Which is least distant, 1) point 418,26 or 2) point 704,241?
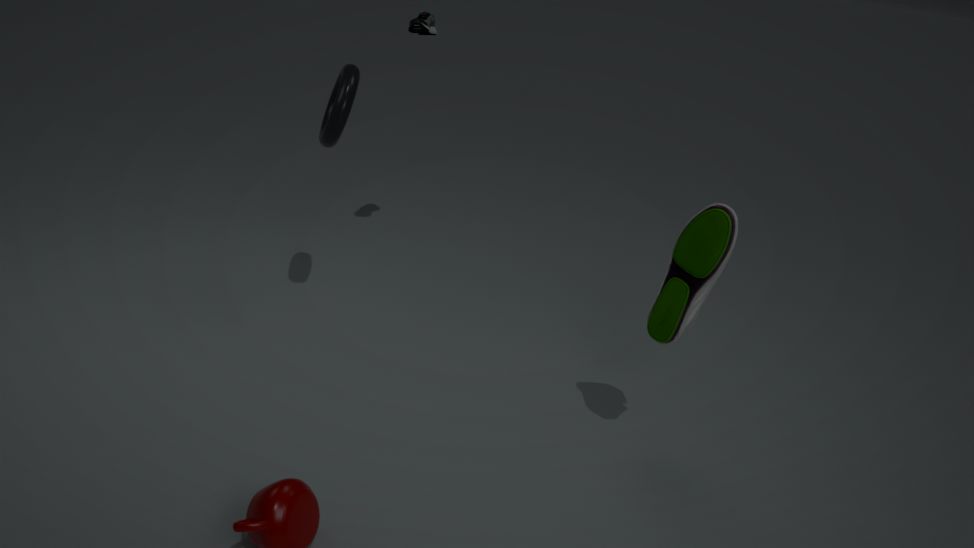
2. point 704,241
